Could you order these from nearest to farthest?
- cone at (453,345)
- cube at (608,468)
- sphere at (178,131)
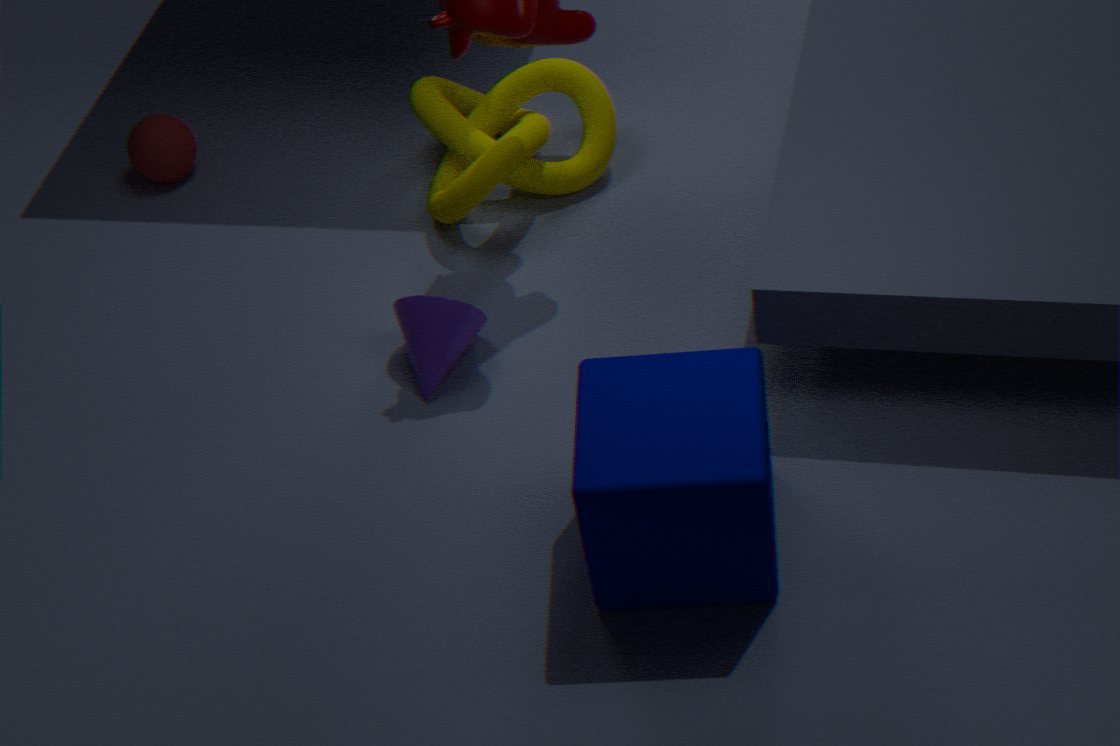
cube at (608,468) < cone at (453,345) < sphere at (178,131)
